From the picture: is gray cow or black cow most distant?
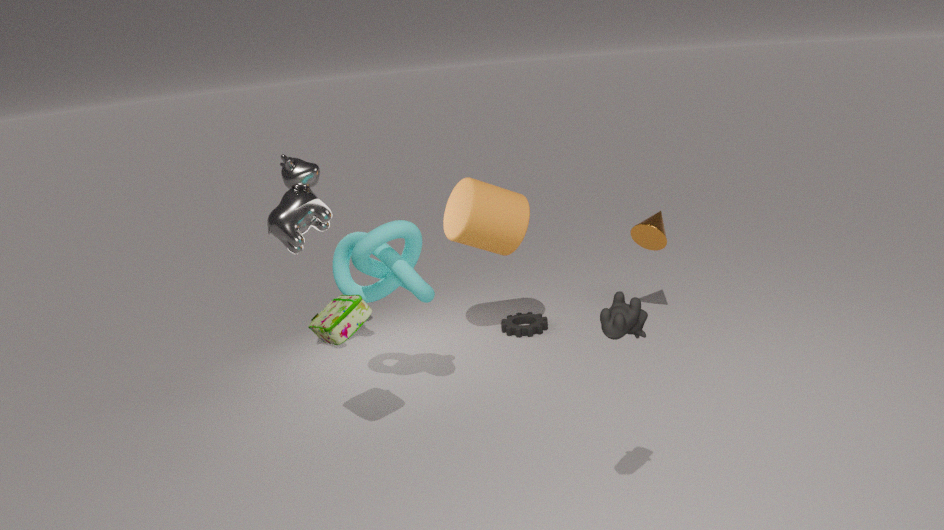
gray cow
